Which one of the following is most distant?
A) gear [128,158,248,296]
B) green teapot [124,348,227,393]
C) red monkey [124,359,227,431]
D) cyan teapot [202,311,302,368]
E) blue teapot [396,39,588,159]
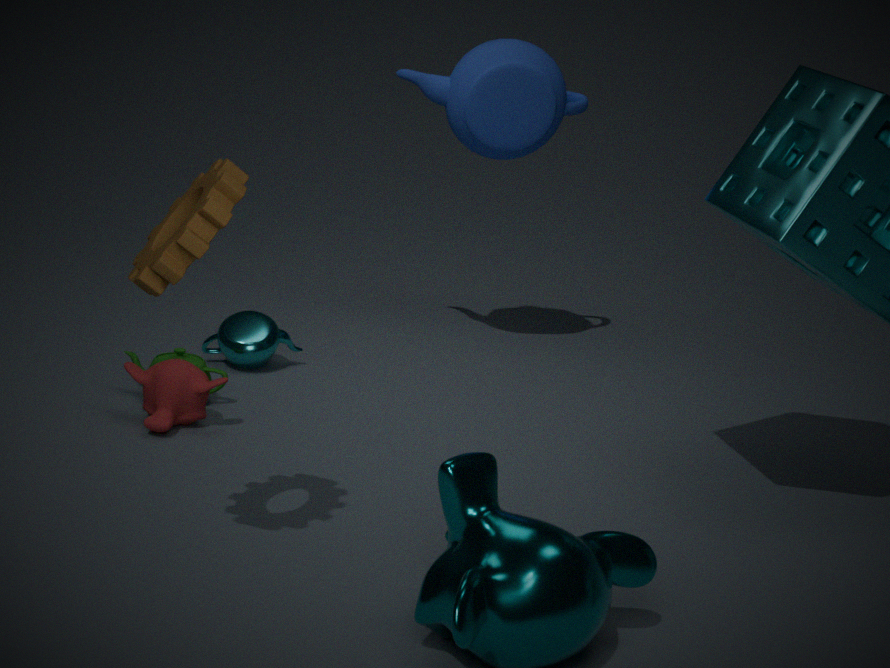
blue teapot [396,39,588,159]
